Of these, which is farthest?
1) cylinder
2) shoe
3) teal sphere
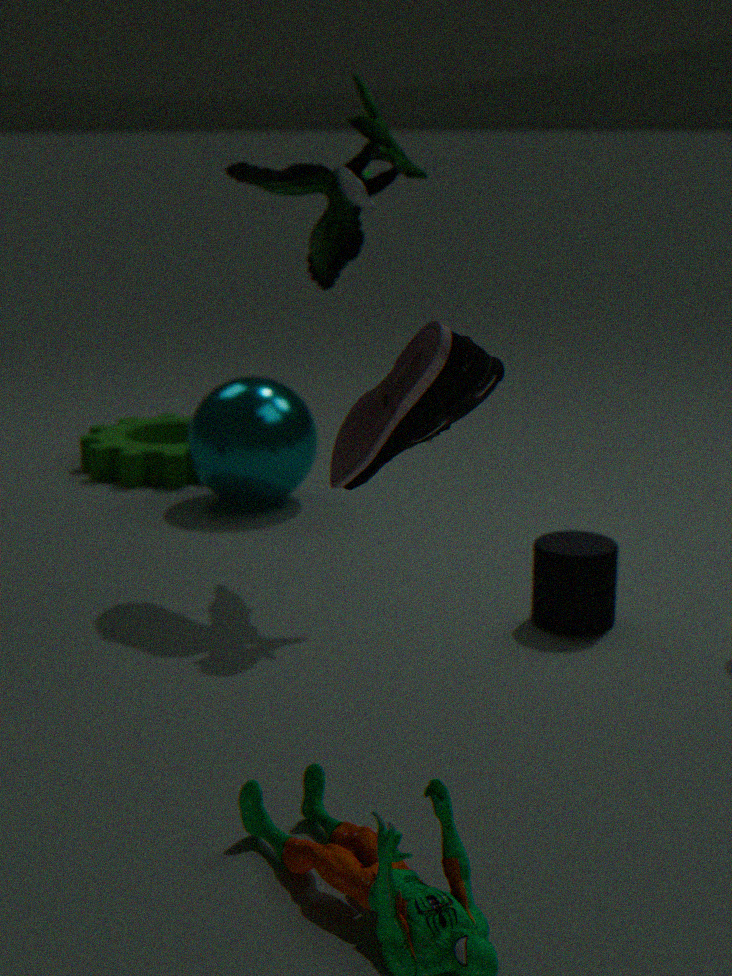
3. teal sphere
